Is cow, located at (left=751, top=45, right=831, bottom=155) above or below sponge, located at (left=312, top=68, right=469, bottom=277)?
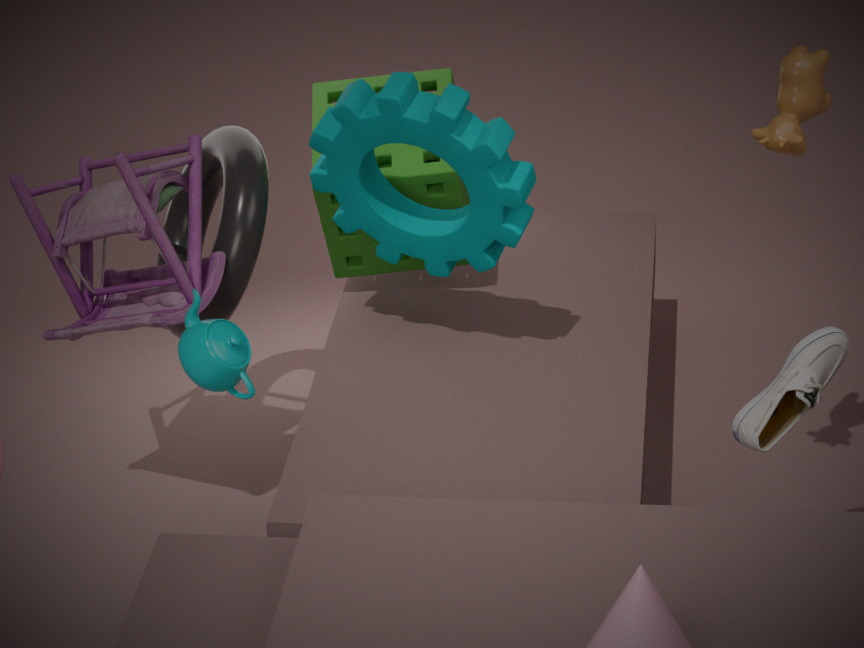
above
